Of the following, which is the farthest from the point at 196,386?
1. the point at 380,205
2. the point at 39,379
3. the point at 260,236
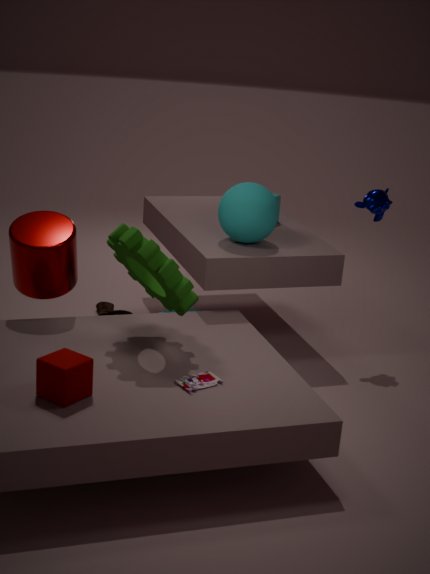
the point at 380,205
